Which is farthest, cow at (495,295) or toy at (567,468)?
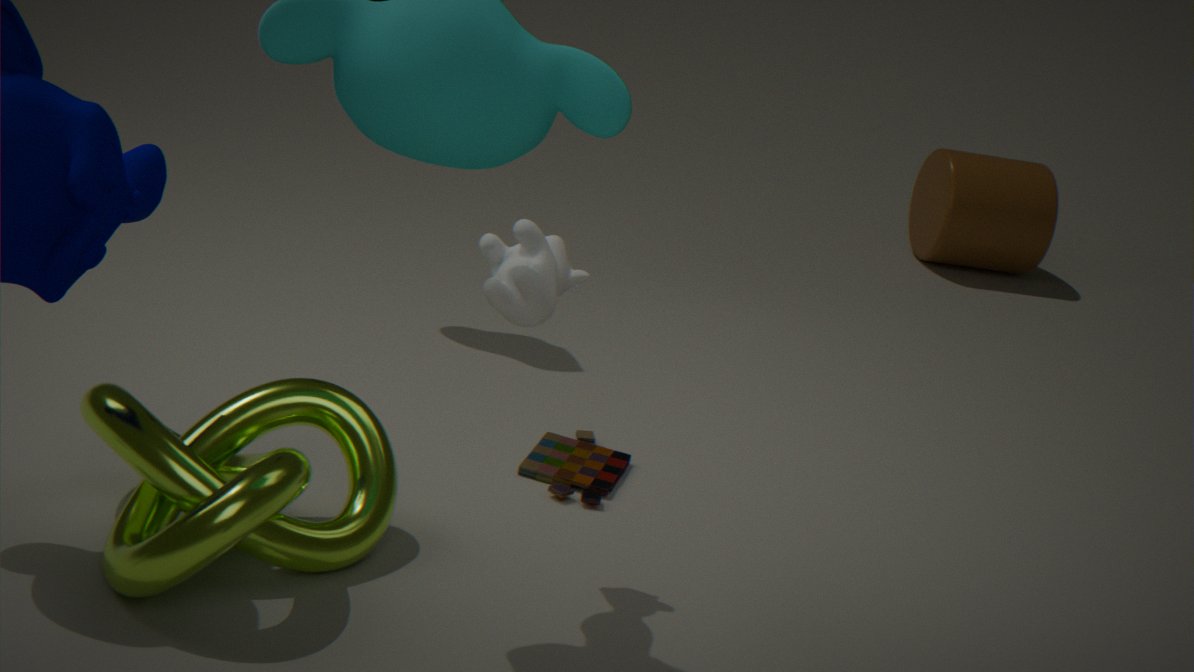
toy at (567,468)
